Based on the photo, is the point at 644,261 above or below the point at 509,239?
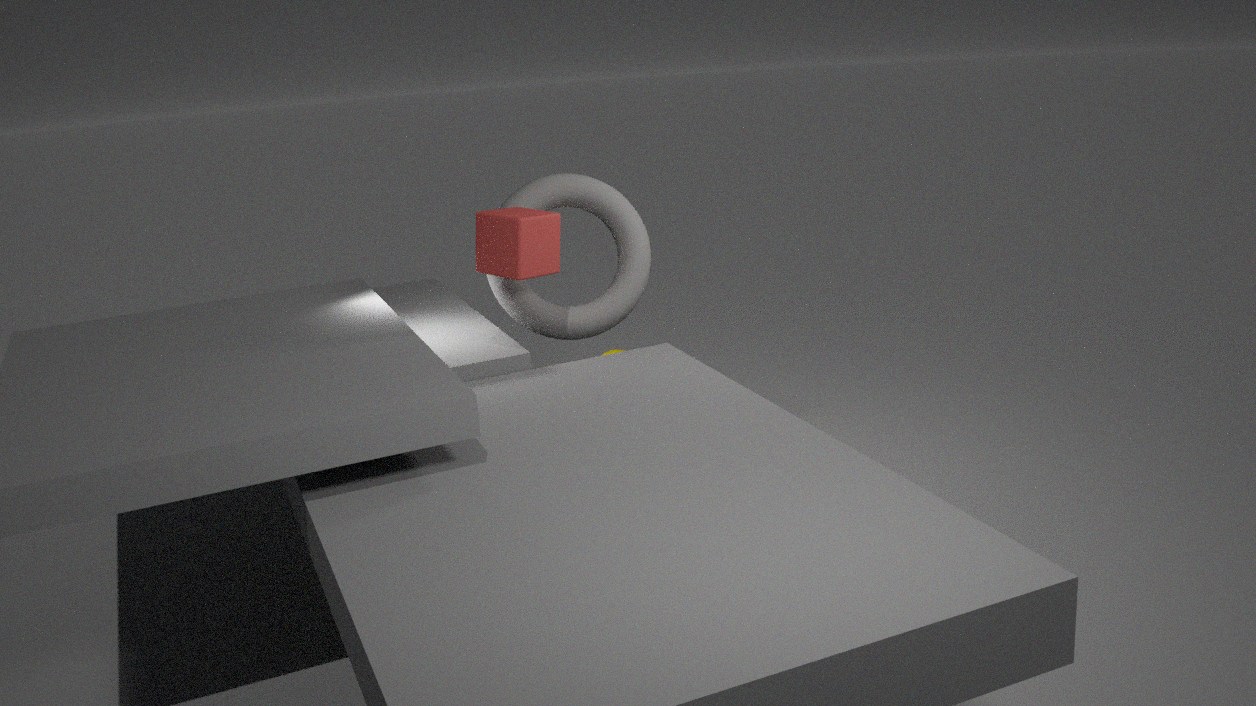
below
